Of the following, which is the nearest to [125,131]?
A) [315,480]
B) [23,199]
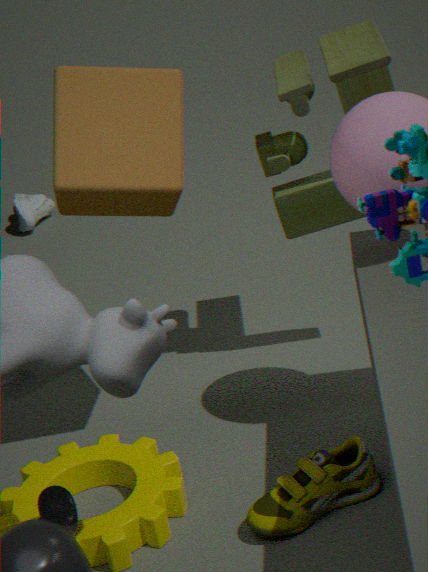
[315,480]
